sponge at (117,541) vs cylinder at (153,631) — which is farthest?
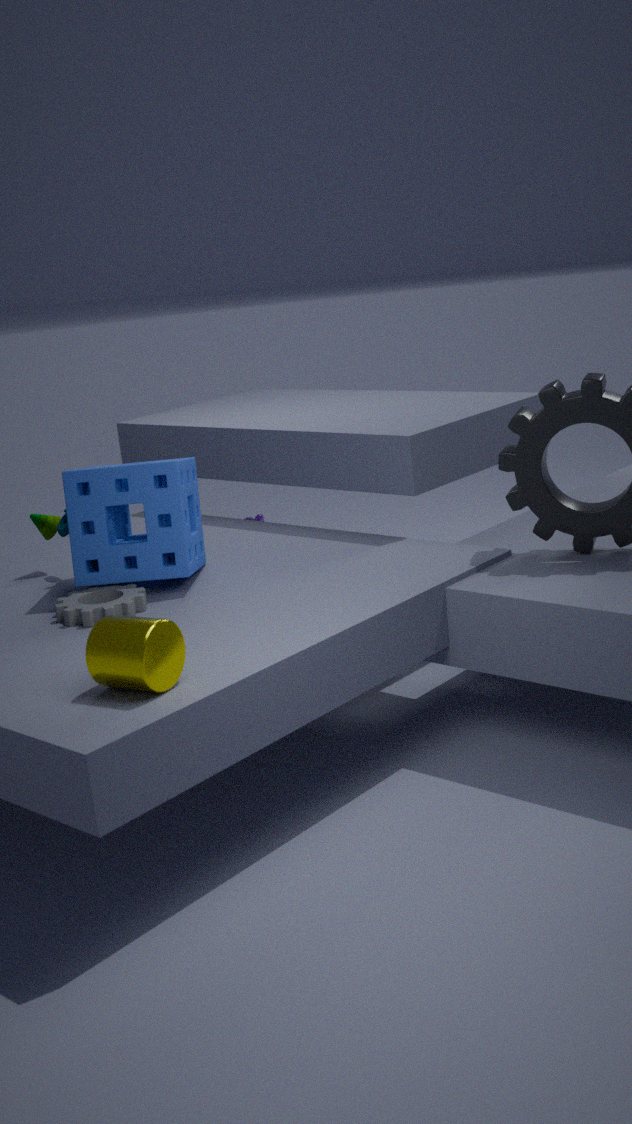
sponge at (117,541)
